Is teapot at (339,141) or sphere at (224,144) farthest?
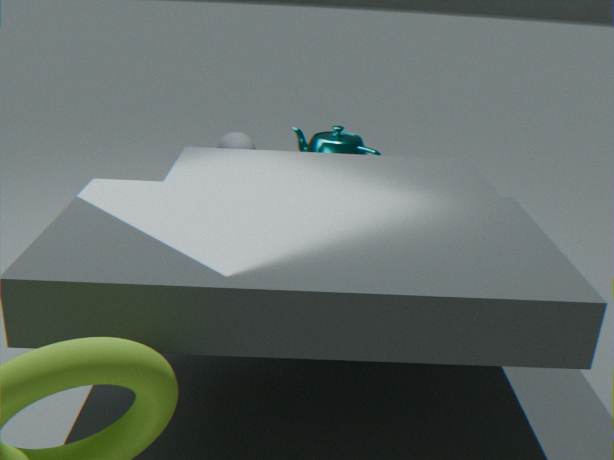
teapot at (339,141)
